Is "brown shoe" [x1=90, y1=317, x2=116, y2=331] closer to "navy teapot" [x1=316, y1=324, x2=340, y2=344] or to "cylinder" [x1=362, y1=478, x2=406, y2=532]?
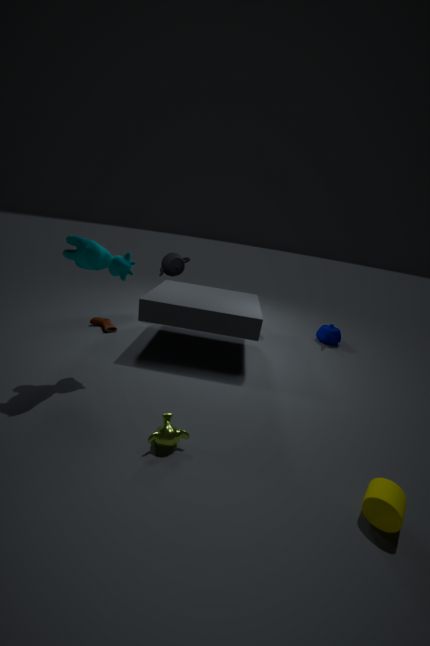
"navy teapot" [x1=316, y1=324, x2=340, y2=344]
